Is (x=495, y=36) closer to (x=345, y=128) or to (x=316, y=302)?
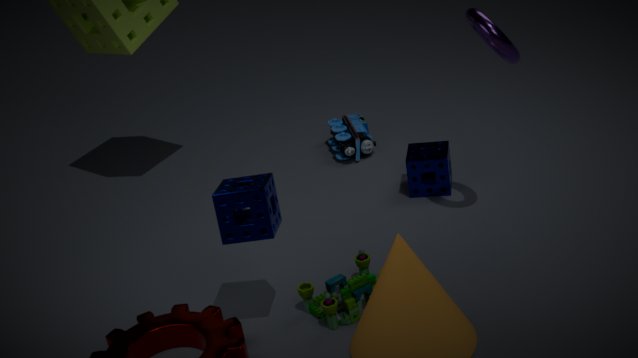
(x=316, y=302)
